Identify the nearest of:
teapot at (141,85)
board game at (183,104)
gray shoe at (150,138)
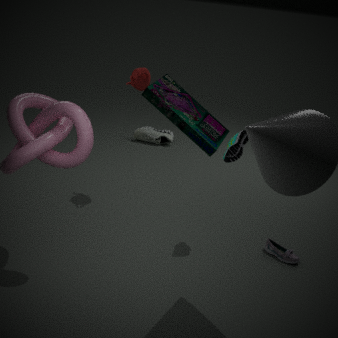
board game at (183,104)
